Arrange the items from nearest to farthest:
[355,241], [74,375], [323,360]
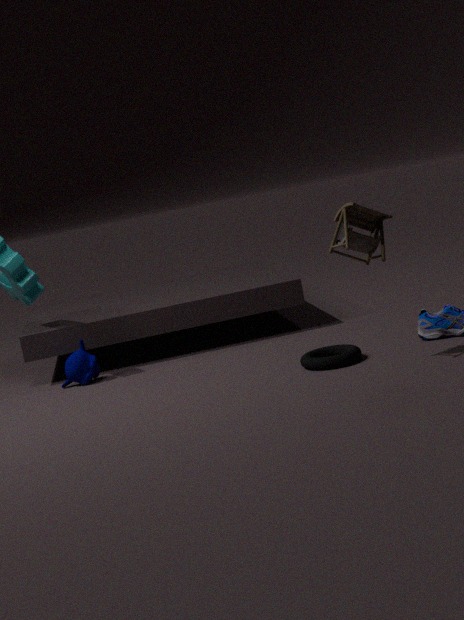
[355,241], [323,360], [74,375]
